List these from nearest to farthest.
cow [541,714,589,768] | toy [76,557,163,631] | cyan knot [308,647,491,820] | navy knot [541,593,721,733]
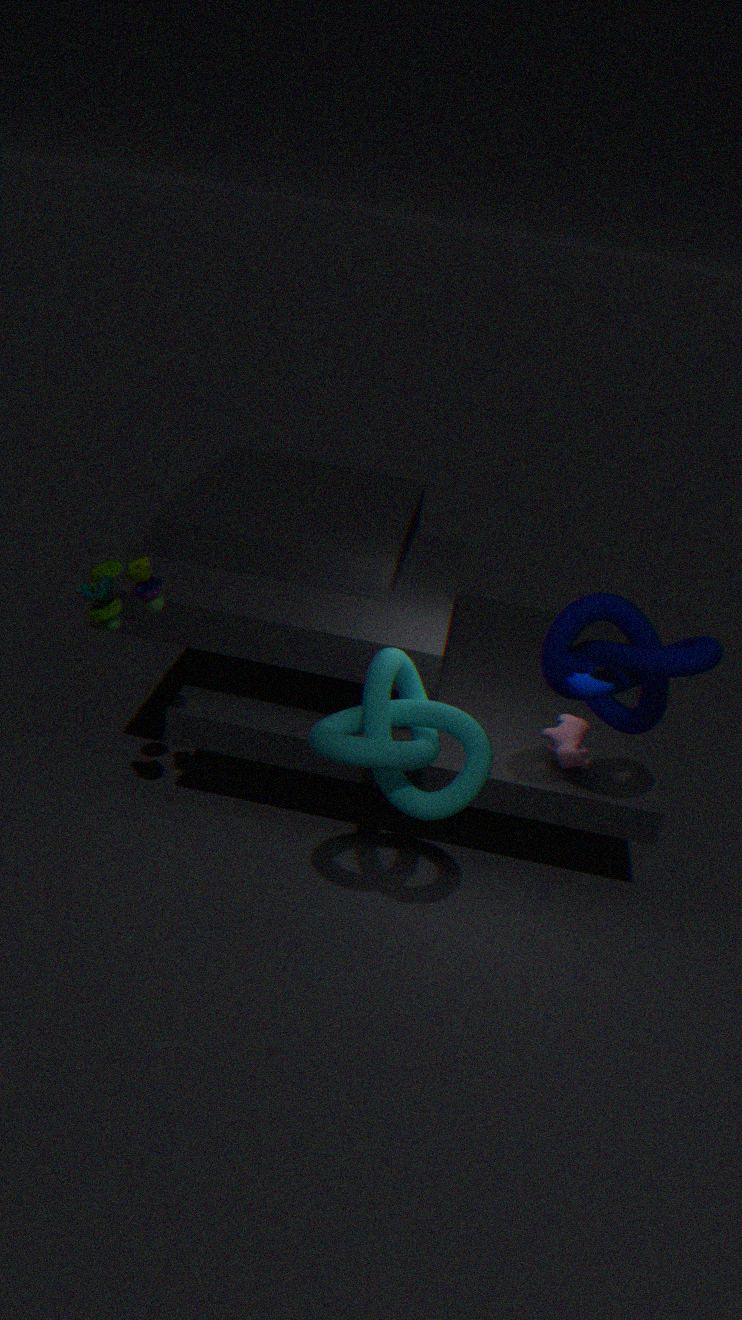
cyan knot [308,647,491,820] → navy knot [541,593,721,733] → toy [76,557,163,631] → cow [541,714,589,768]
